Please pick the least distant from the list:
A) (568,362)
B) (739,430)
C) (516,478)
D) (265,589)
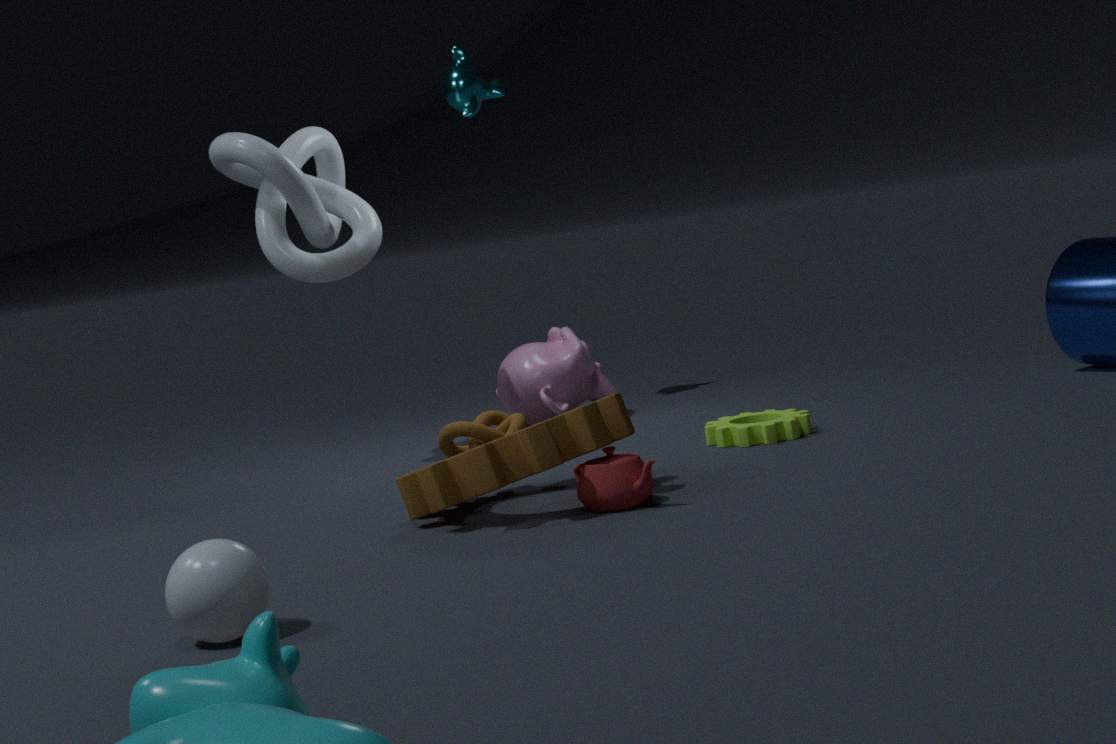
(265,589)
